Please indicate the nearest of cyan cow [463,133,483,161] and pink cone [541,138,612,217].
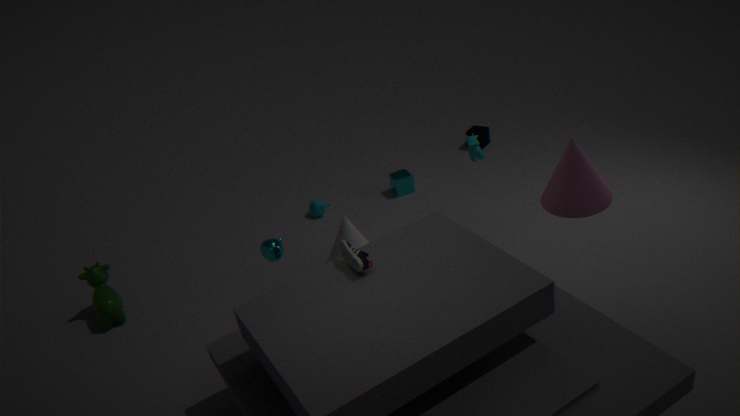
pink cone [541,138,612,217]
